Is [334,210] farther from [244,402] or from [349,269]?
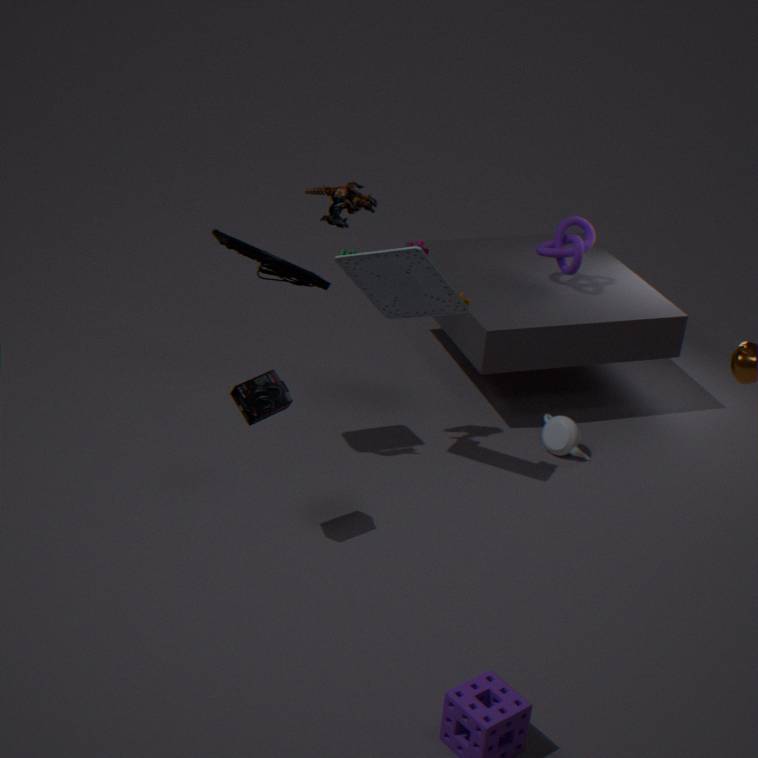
[244,402]
